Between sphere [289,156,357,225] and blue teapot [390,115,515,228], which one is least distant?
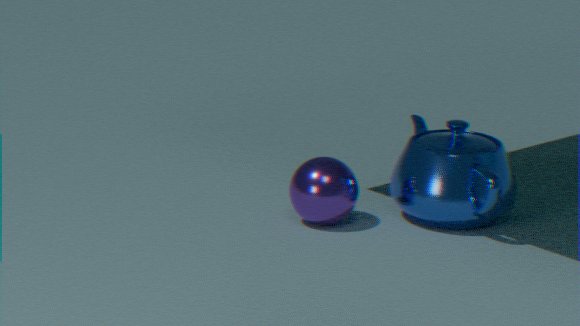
sphere [289,156,357,225]
